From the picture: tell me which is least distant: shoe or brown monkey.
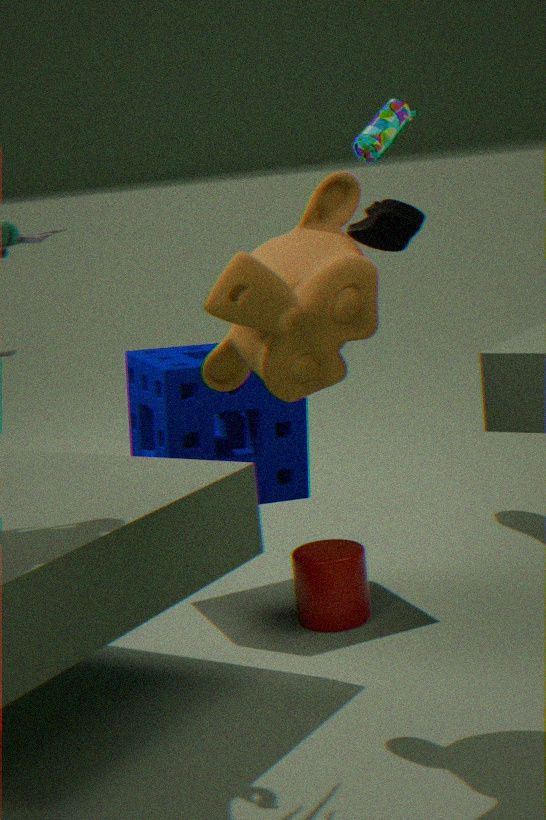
brown monkey
